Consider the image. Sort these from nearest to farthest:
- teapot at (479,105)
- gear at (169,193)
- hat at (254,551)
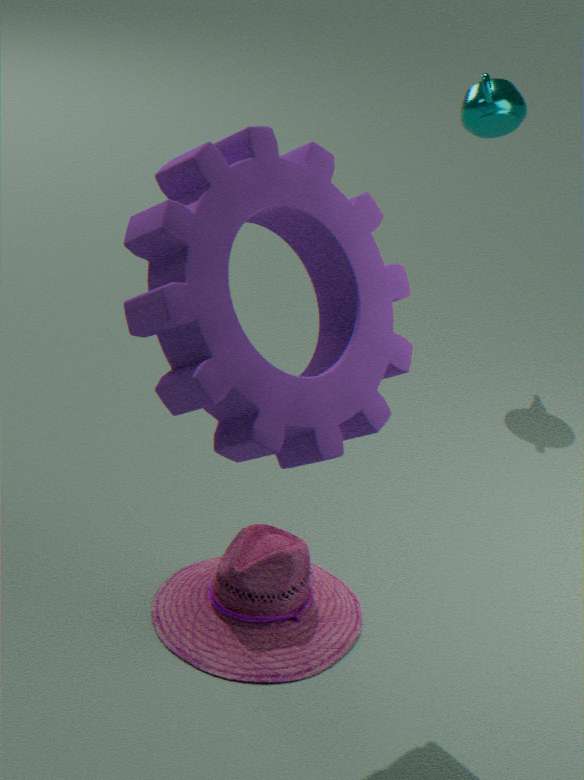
1. gear at (169,193)
2. hat at (254,551)
3. teapot at (479,105)
